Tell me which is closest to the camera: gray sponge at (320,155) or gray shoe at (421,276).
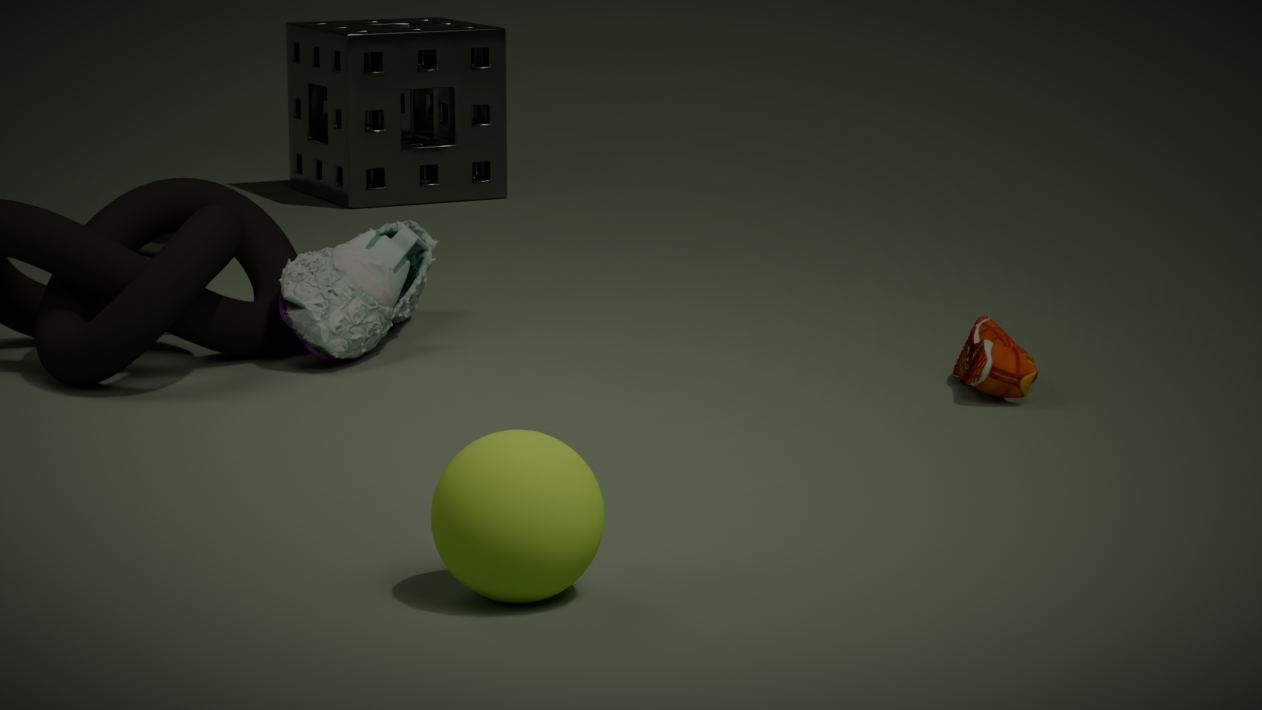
gray shoe at (421,276)
